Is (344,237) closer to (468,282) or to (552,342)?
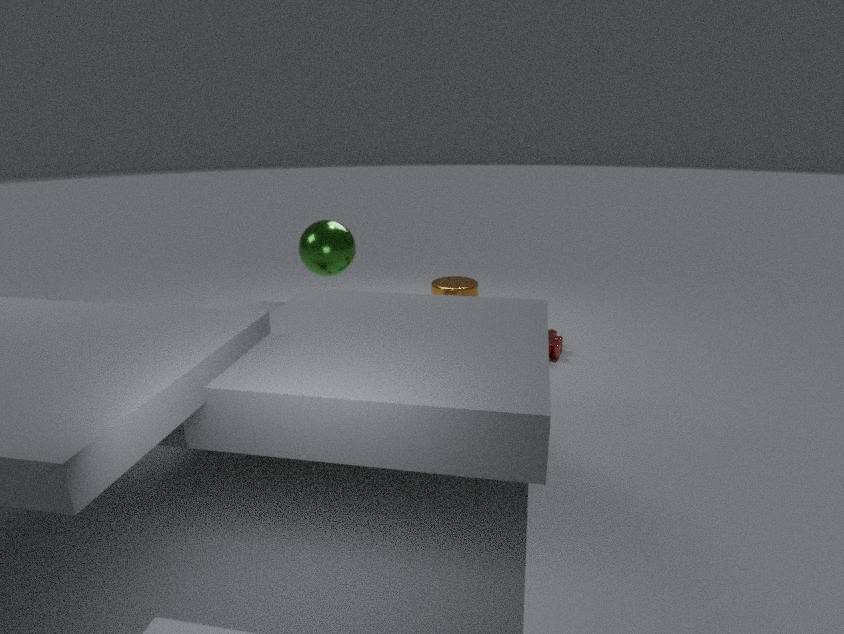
(468,282)
